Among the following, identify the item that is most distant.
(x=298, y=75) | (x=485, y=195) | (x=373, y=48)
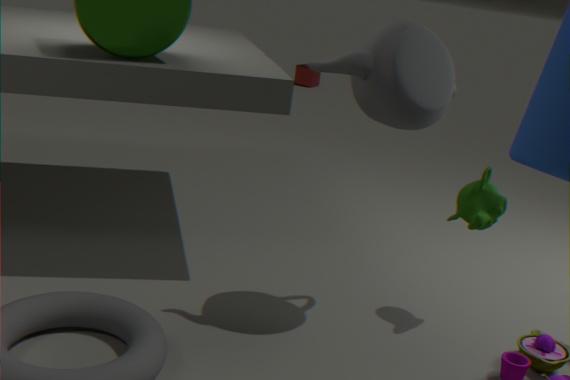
(x=298, y=75)
